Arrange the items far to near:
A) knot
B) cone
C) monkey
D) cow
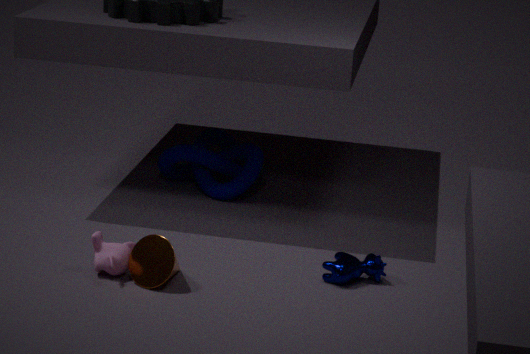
1. knot
2. cow
3. monkey
4. cone
